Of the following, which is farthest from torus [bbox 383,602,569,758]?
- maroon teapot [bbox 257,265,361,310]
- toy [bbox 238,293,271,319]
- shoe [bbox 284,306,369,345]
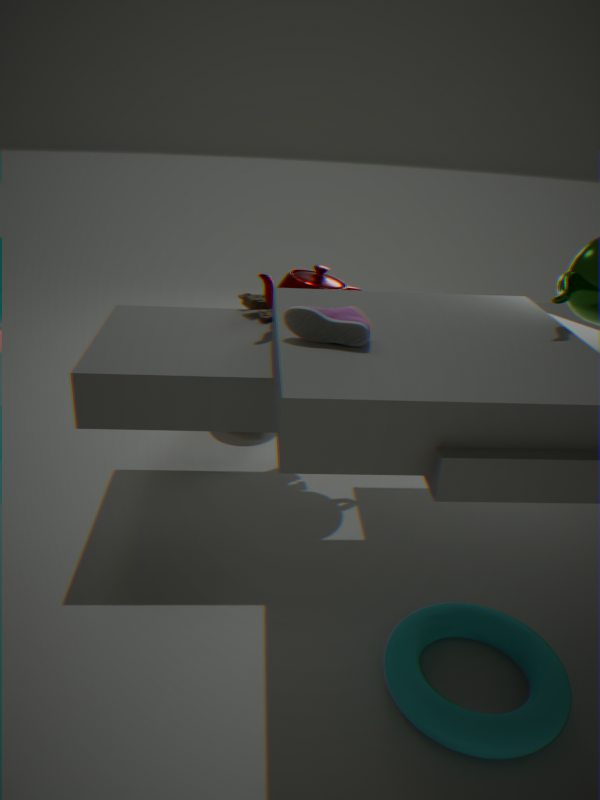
toy [bbox 238,293,271,319]
